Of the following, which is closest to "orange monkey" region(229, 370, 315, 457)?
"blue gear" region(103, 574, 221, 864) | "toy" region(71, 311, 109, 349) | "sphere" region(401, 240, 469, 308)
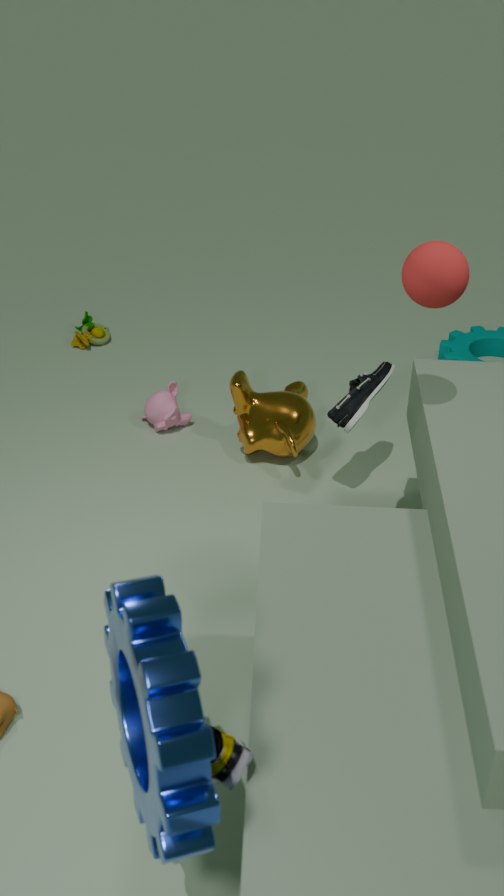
"toy" region(71, 311, 109, 349)
